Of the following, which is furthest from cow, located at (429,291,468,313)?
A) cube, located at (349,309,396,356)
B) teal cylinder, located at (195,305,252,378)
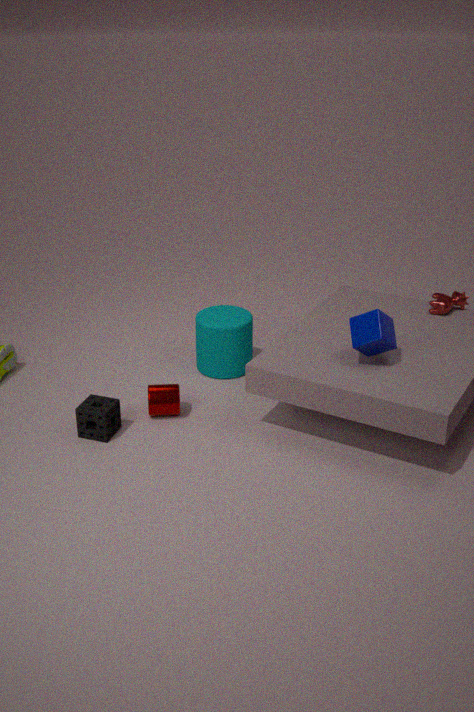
teal cylinder, located at (195,305,252,378)
